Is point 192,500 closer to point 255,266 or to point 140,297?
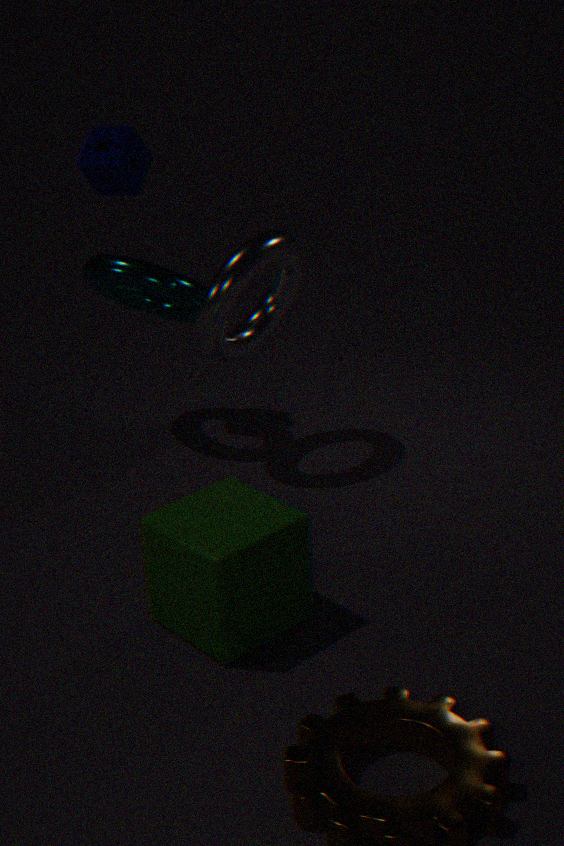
point 255,266
